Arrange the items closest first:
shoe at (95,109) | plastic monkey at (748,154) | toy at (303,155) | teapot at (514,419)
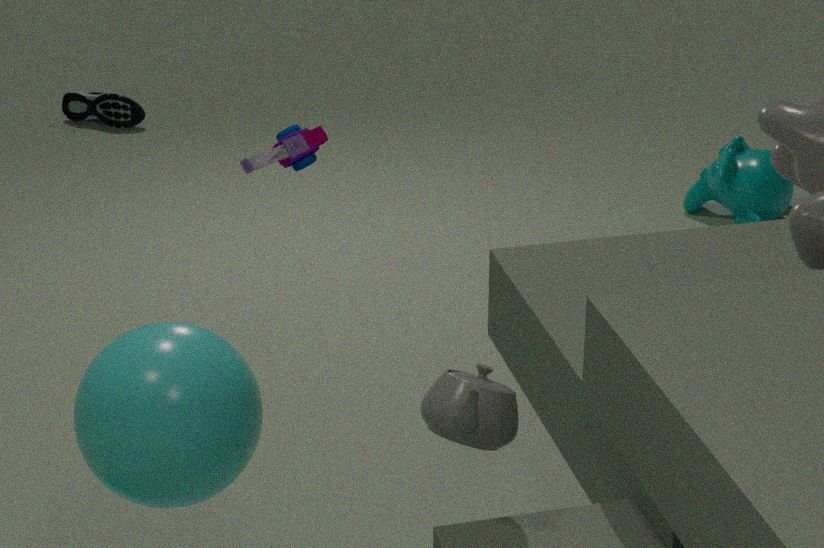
teapot at (514,419) < toy at (303,155) < plastic monkey at (748,154) < shoe at (95,109)
